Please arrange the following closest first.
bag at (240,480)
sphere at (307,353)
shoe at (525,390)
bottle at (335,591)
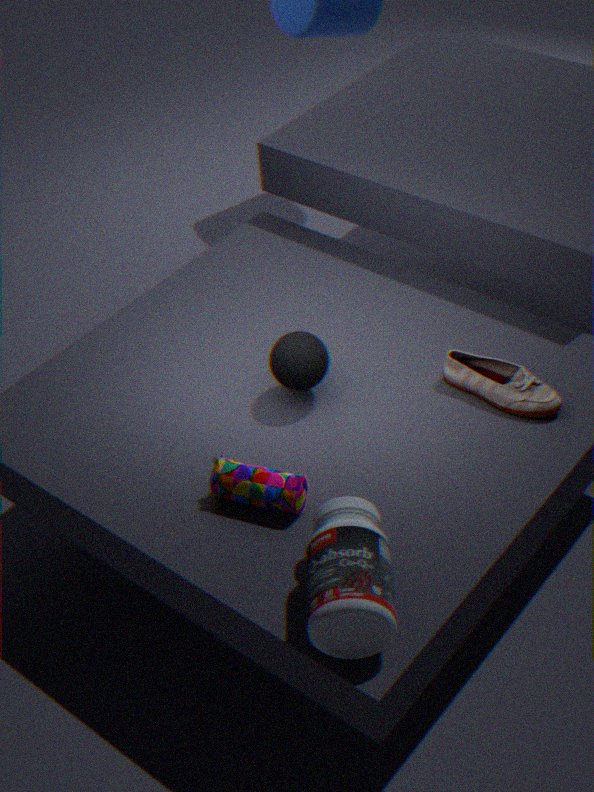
bottle at (335,591) → bag at (240,480) → shoe at (525,390) → sphere at (307,353)
